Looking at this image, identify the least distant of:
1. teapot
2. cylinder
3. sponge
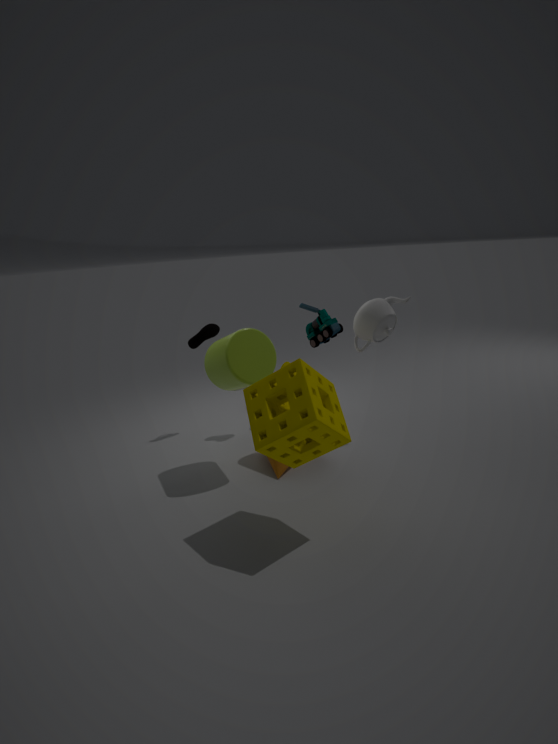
sponge
